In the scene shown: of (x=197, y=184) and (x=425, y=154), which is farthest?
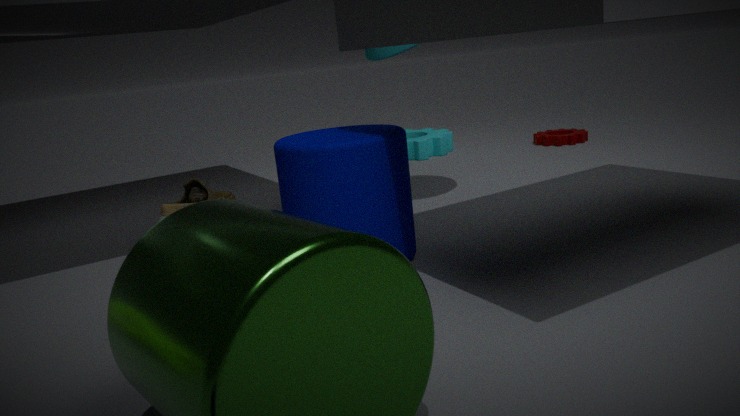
(x=425, y=154)
